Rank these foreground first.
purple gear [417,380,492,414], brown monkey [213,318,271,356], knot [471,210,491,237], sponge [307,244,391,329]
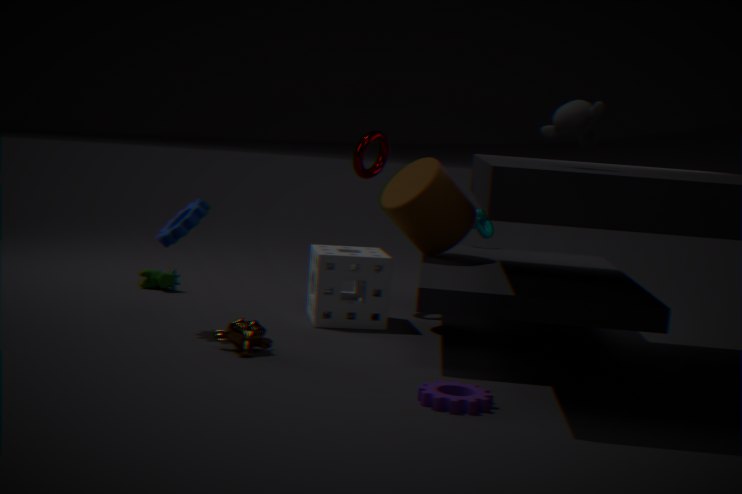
purple gear [417,380,492,414]
brown monkey [213,318,271,356]
sponge [307,244,391,329]
knot [471,210,491,237]
